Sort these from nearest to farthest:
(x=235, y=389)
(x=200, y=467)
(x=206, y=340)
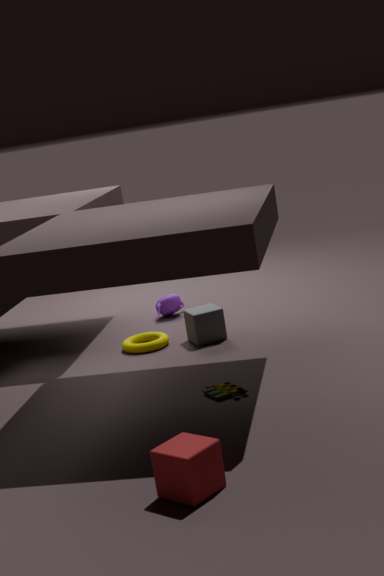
(x=200, y=467)
(x=235, y=389)
(x=206, y=340)
